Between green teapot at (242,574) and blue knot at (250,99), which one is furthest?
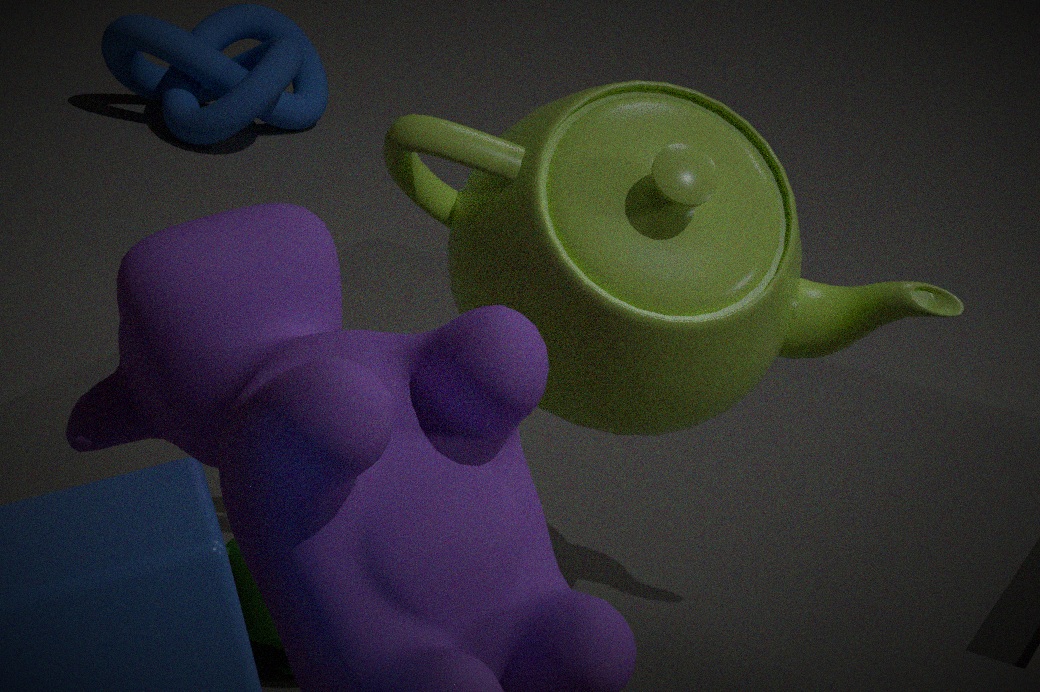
blue knot at (250,99)
